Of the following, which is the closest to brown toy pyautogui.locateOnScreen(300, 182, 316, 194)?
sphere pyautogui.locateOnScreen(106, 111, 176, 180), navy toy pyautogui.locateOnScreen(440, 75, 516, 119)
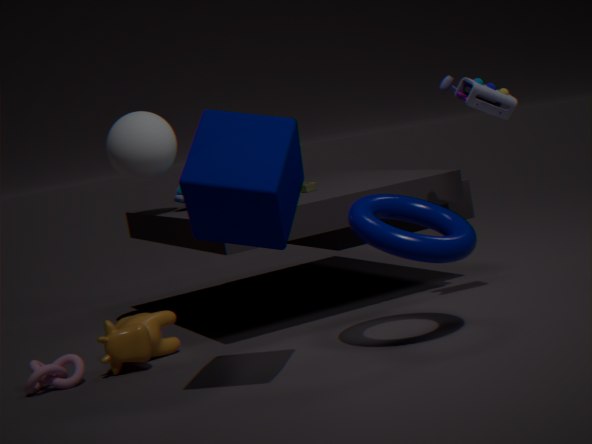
sphere pyautogui.locateOnScreen(106, 111, 176, 180)
